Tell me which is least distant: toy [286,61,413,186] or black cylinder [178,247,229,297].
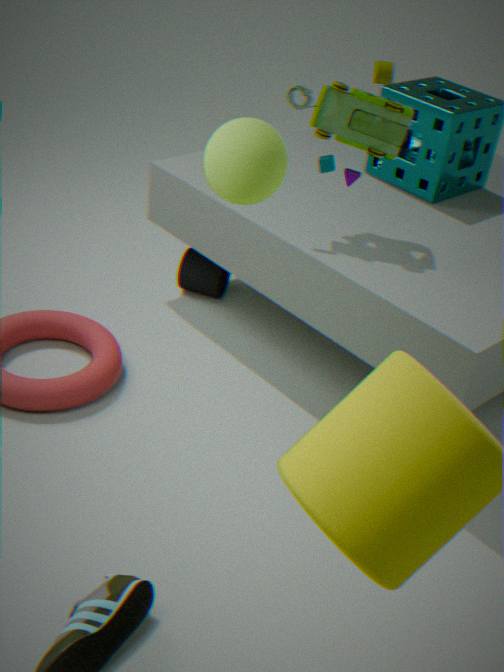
toy [286,61,413,186]
